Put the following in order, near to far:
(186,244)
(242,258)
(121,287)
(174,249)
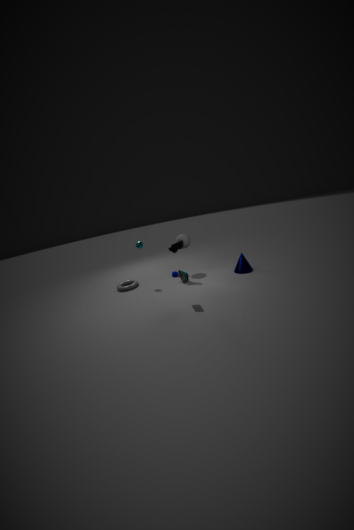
1. (242,258)
2. (174,249)
3. (121,287)
4. (186,244)
